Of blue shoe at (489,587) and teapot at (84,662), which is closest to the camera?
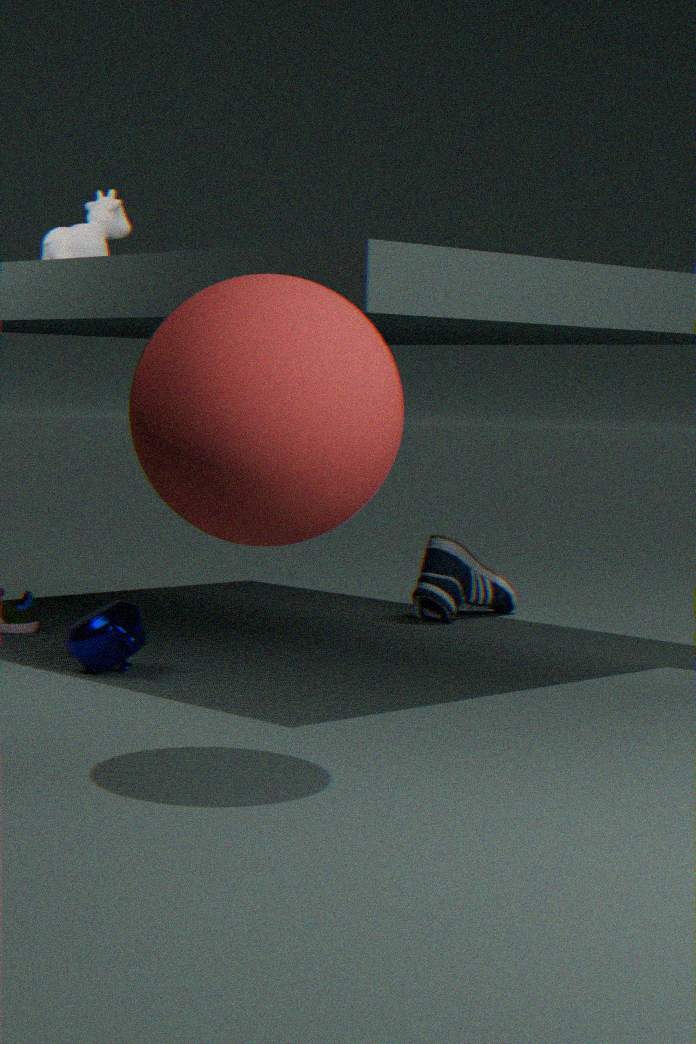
teapot at (84,662)
